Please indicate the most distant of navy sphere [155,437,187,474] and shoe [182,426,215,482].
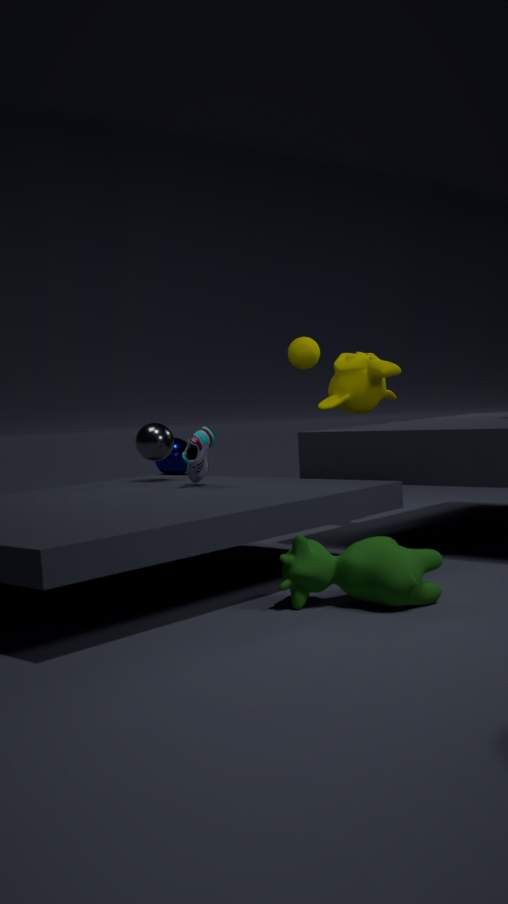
navy sphere [155,437,187,474]
